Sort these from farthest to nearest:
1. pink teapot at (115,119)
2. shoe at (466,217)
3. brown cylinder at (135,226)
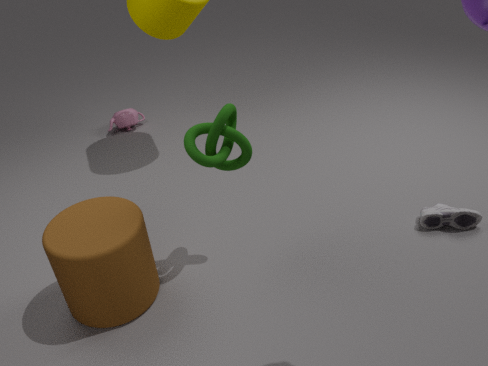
1. pink teapot at (115,119)
2. shoe at (466,217)
3. brown cylinder at (135,226)
